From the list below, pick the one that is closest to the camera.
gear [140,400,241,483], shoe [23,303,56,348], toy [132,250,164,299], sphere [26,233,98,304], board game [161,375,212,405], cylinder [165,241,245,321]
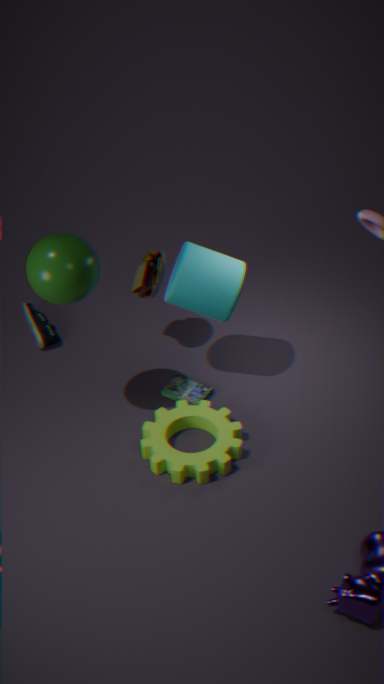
sphere [26,233,98,304]
